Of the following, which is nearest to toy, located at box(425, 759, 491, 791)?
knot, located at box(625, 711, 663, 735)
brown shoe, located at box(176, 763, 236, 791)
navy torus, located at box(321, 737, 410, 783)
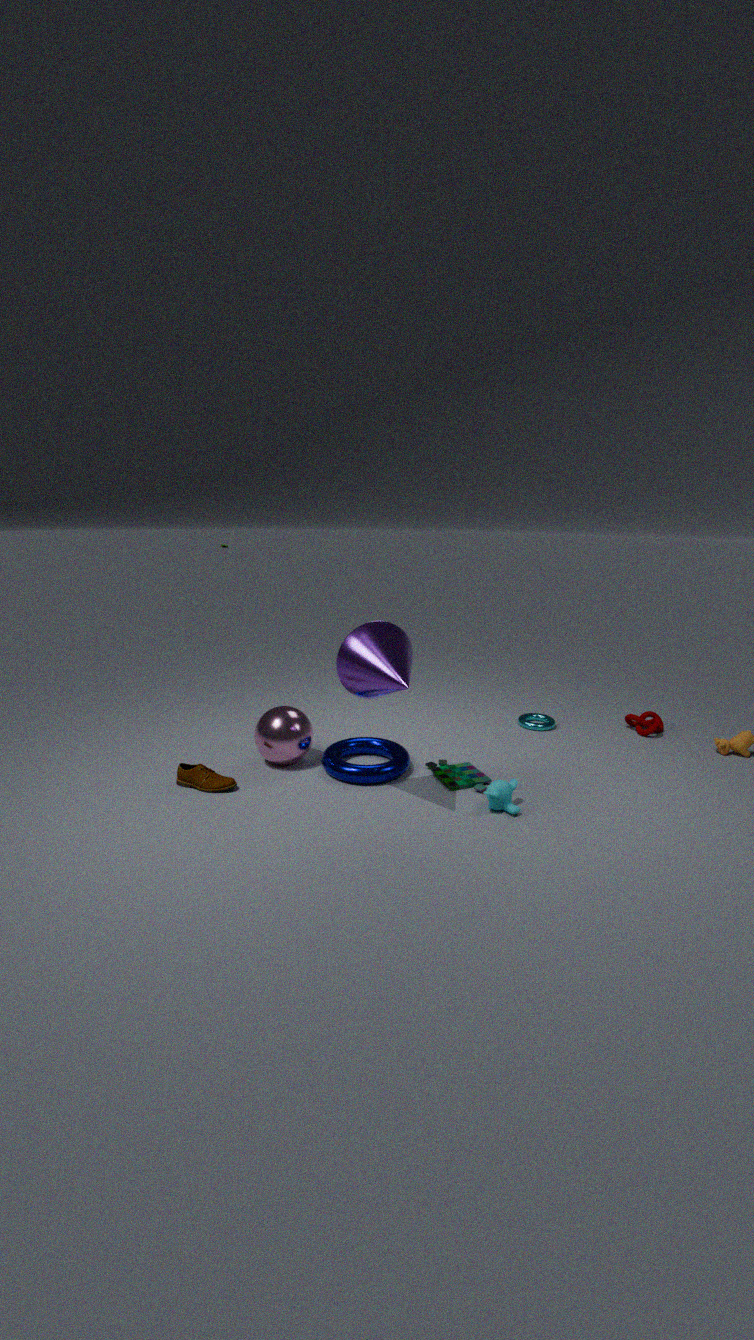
navy torus, located at box(321, 737, 410, 783)
